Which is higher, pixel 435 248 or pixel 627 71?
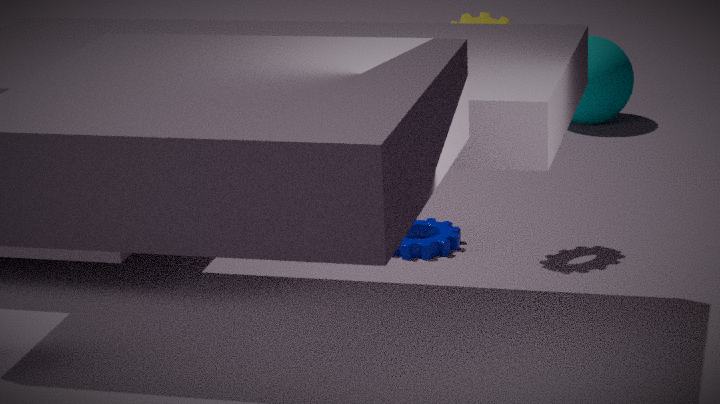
pixel 627 71
